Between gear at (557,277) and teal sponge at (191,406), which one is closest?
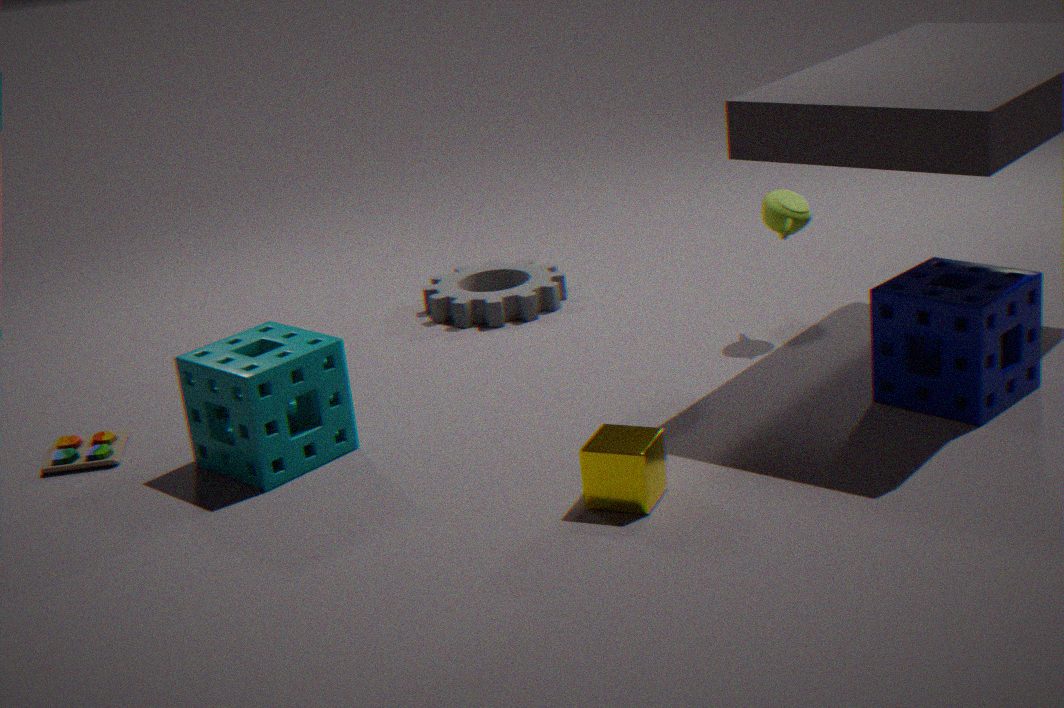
teal sponge at (191,406)
